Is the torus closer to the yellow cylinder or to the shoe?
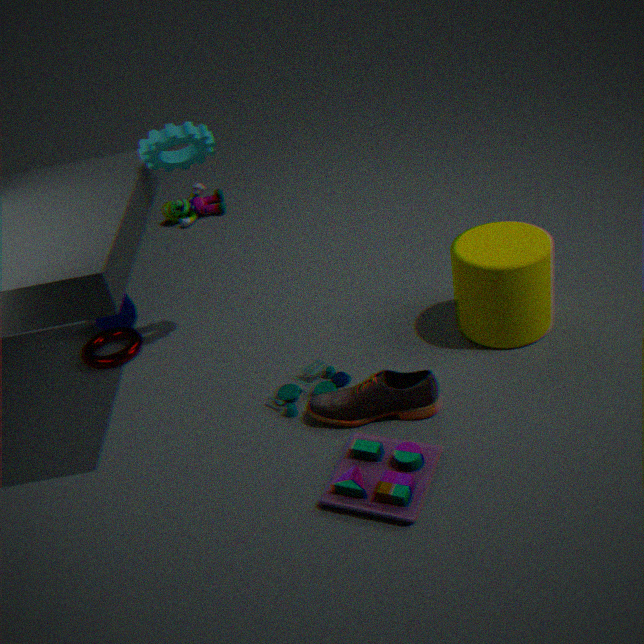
the shoe
